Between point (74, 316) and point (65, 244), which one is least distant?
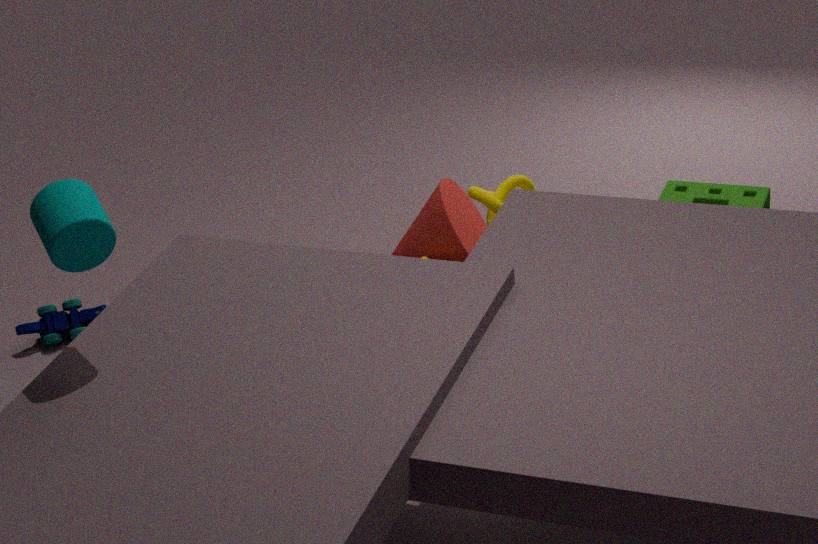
point (65, 244)
